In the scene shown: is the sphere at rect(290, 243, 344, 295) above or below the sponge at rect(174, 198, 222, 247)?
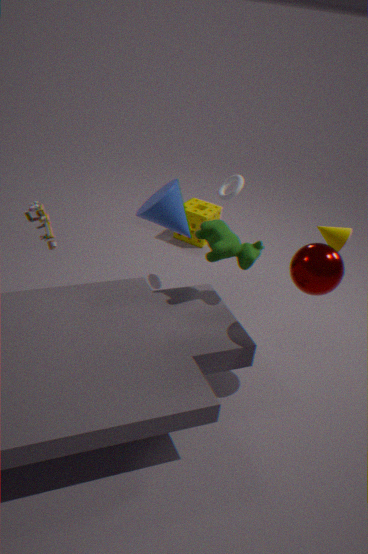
above
